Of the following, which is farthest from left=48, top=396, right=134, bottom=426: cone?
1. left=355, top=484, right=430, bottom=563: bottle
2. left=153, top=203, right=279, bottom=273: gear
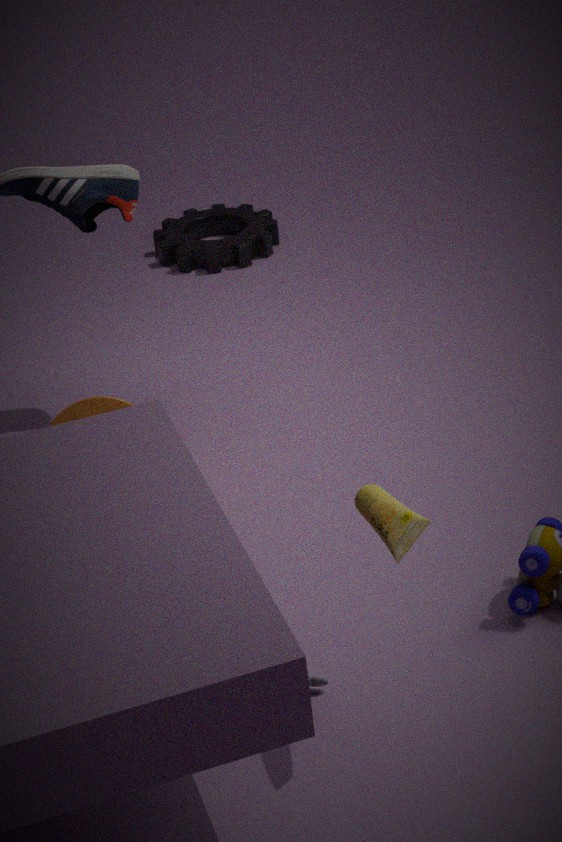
left=153, top=203, right=279, bottom=273: gear
